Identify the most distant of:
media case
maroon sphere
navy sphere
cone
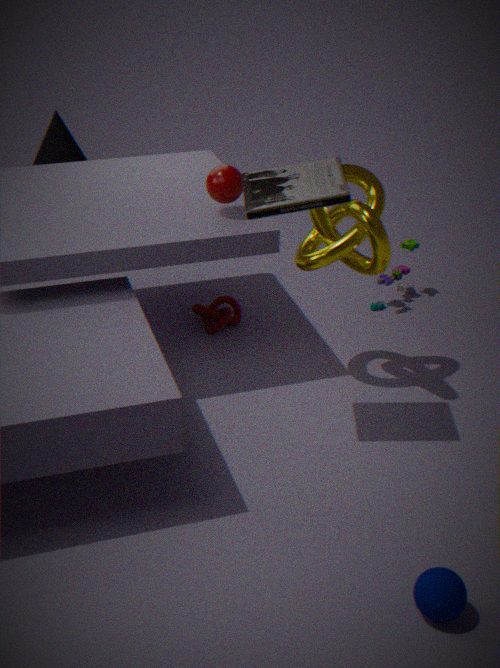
cone
